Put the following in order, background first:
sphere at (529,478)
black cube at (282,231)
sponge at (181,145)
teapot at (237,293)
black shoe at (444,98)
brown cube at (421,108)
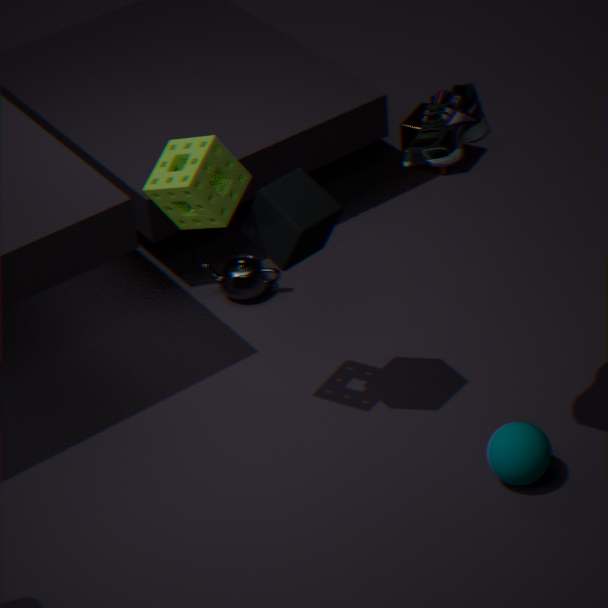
brown cube at (421,108)
teapot at (237,293)
sphere at (529,478)
black cube at (282,231)
sponge at (181,145)
black shoe at (444,98)
